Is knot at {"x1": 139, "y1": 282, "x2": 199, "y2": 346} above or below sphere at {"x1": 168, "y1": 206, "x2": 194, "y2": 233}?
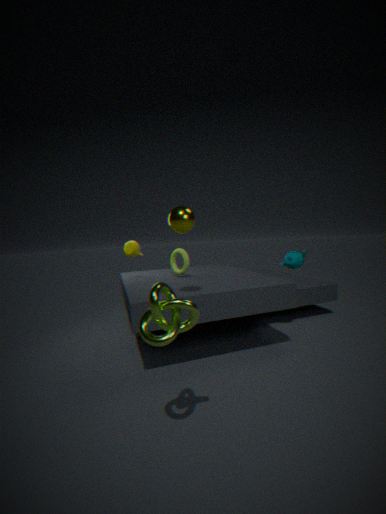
below
